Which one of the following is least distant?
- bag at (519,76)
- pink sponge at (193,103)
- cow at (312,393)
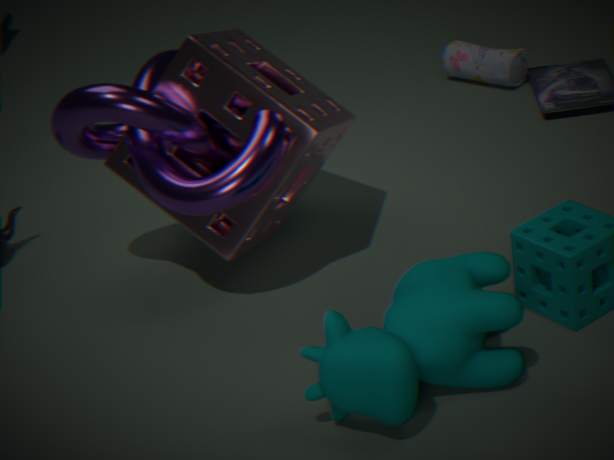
cow at (312,393)
